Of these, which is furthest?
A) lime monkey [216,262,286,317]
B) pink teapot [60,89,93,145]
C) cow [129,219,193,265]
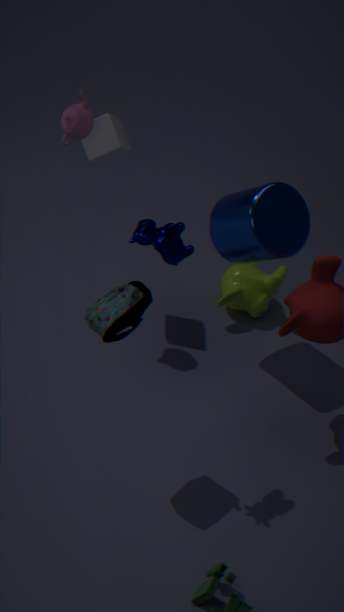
lime monkey [216,262,286,317]
